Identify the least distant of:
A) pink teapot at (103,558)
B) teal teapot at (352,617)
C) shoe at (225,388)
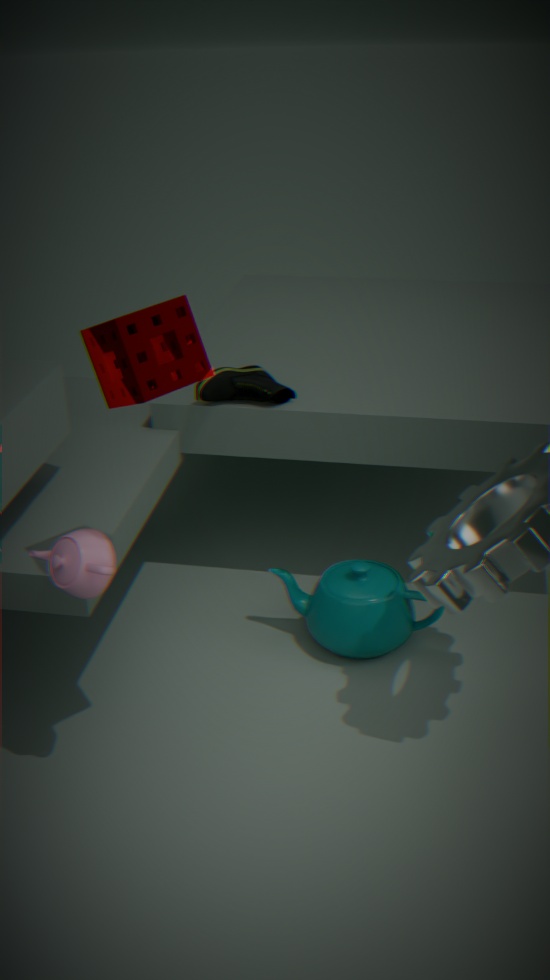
pink teapot at (103,558)
